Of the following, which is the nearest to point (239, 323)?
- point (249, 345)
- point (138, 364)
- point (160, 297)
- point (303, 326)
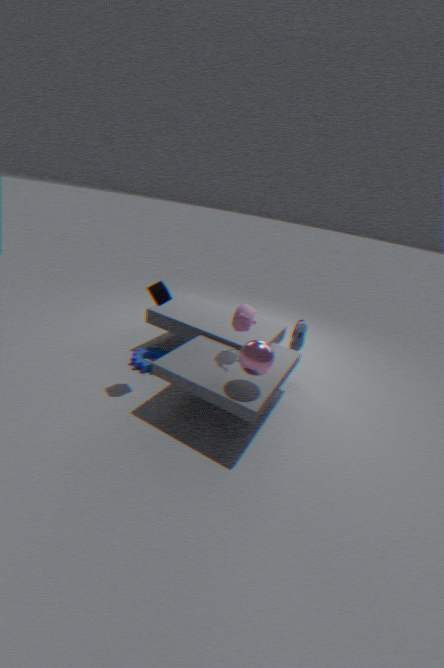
point (249, 345)
